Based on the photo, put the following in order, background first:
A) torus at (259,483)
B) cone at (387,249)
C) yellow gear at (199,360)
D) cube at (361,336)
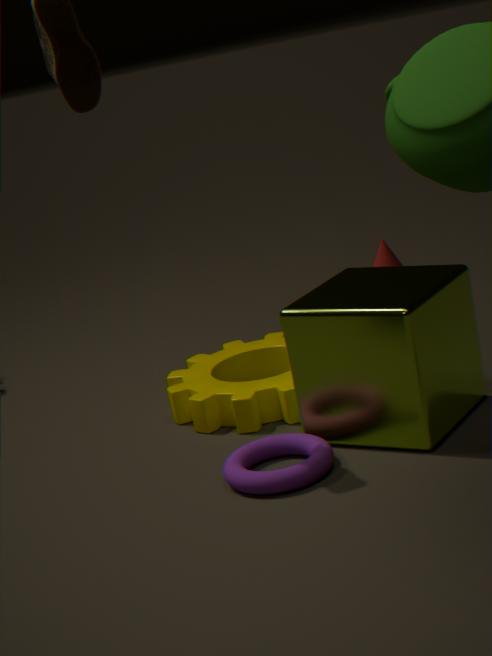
cone at (387,249)
yellow gear at (199,360)
cube at (361,336)
torus at (259,483)
